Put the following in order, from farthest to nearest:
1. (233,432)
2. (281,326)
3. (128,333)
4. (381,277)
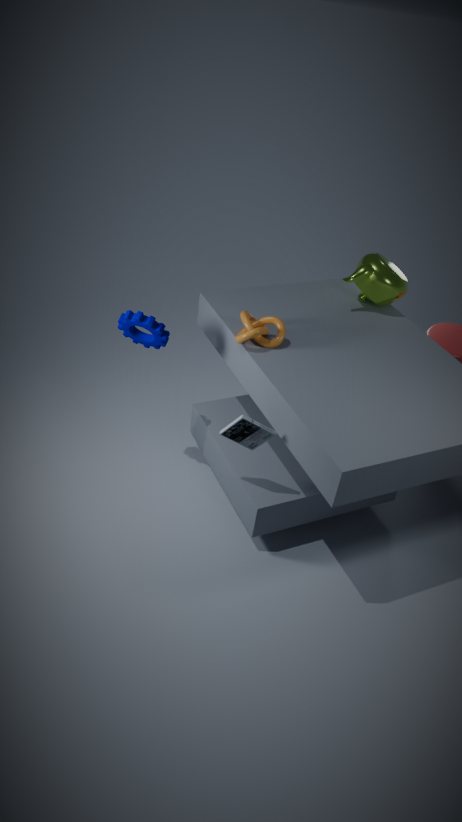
(381,277)
(128,333)
(281,326)
(233,432)
